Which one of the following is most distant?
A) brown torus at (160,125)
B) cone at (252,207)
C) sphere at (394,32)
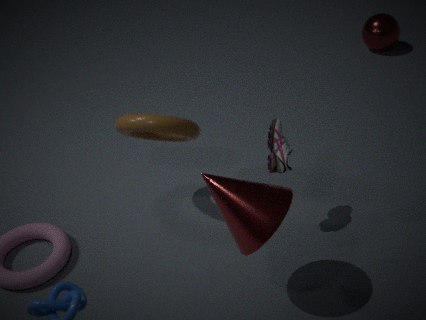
sphere at (394,32)
